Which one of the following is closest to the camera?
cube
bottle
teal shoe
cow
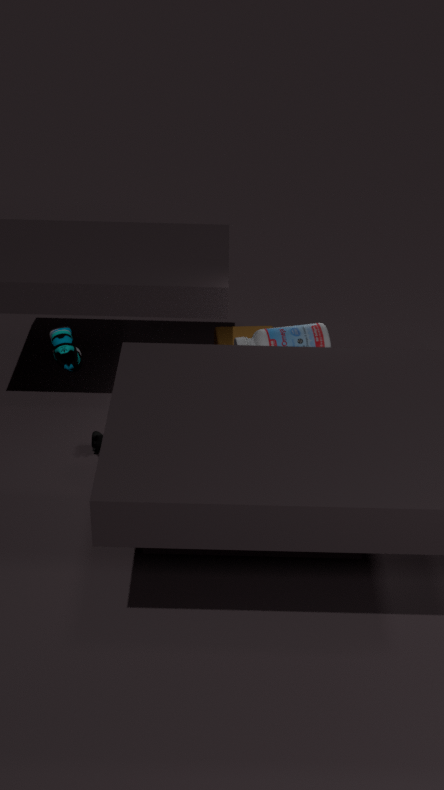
teal shoe
